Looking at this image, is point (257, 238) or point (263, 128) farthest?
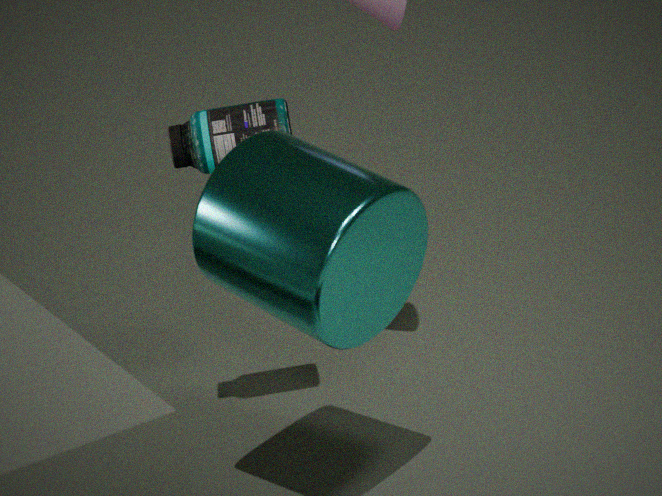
point (263, 128)
